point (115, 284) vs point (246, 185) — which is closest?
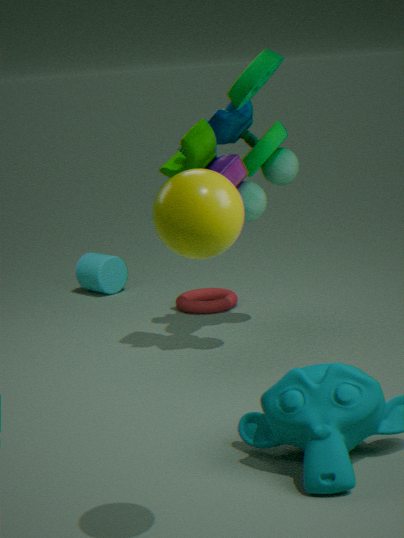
point (246, 185)
